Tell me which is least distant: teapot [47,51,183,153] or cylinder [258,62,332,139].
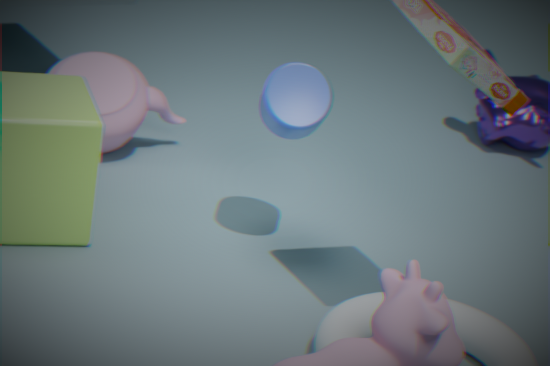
cylinder [258,62,332,139]
